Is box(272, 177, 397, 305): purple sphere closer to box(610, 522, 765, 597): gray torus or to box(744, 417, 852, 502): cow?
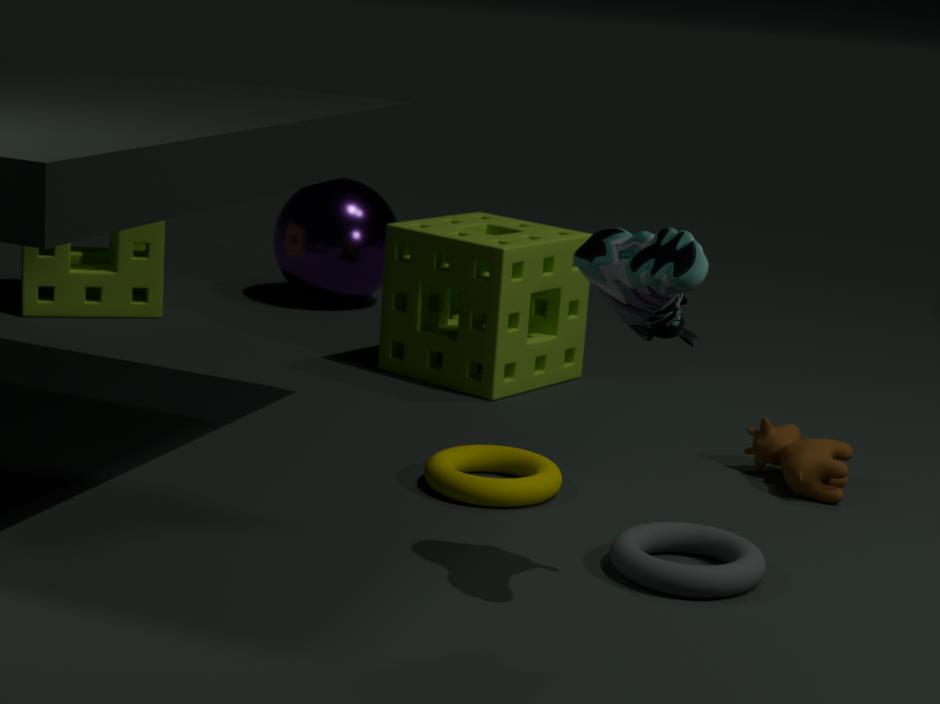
box(744, 417, 852, 502): cow
